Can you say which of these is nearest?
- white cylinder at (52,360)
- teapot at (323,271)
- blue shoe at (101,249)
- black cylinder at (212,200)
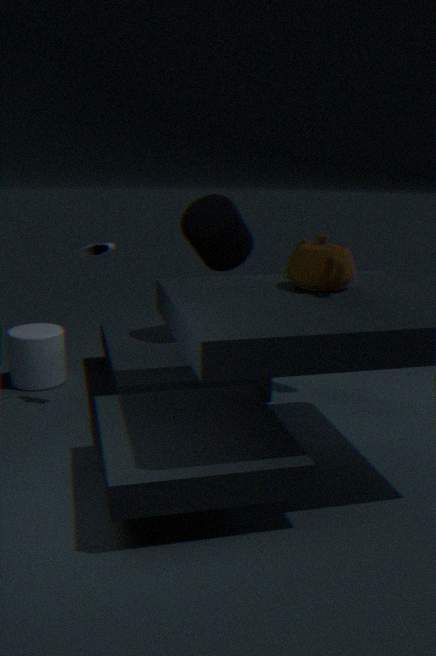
teapot at (323,271)
